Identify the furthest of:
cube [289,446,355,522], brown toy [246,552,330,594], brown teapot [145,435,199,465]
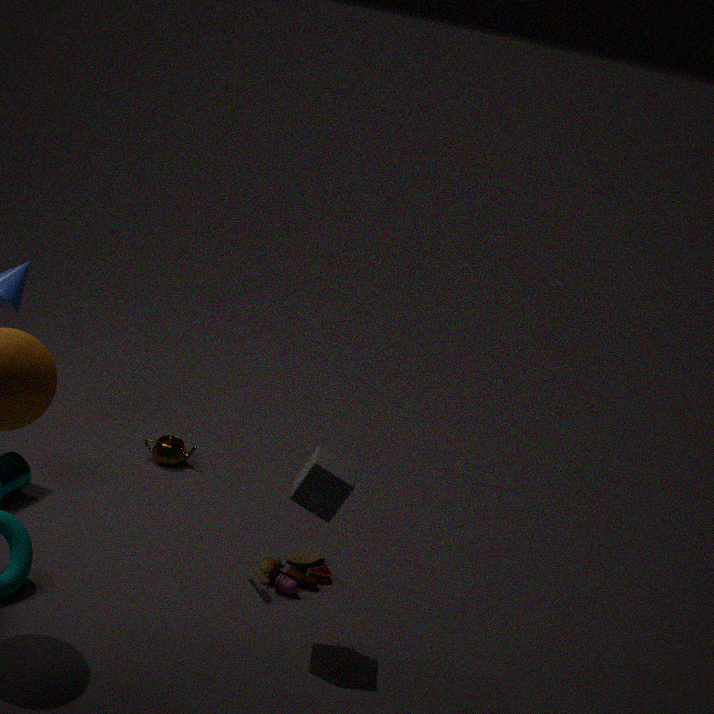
brown teapot [145,435,199,465]
